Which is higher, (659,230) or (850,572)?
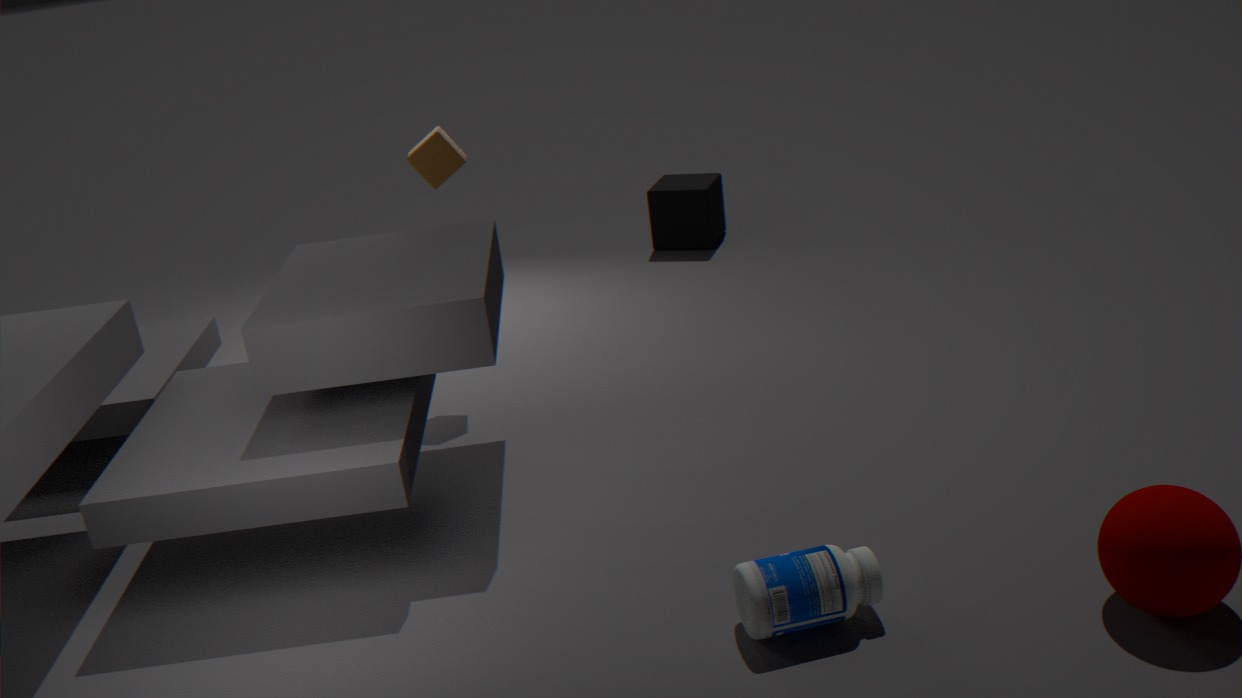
(659,230)
